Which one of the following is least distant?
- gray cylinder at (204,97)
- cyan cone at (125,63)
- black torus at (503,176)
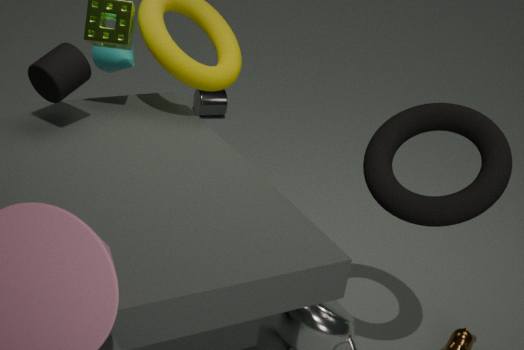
black torus at (503,176)
